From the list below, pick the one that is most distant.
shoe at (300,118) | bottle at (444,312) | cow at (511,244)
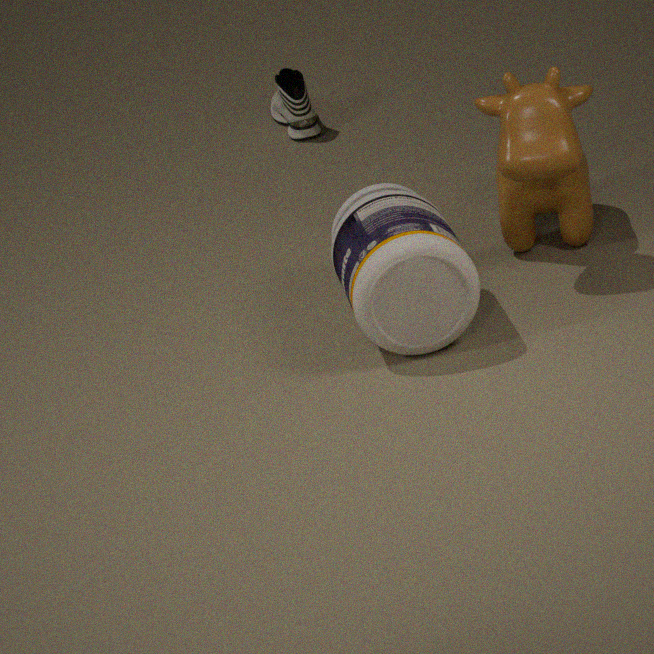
shoe at (300,118)
